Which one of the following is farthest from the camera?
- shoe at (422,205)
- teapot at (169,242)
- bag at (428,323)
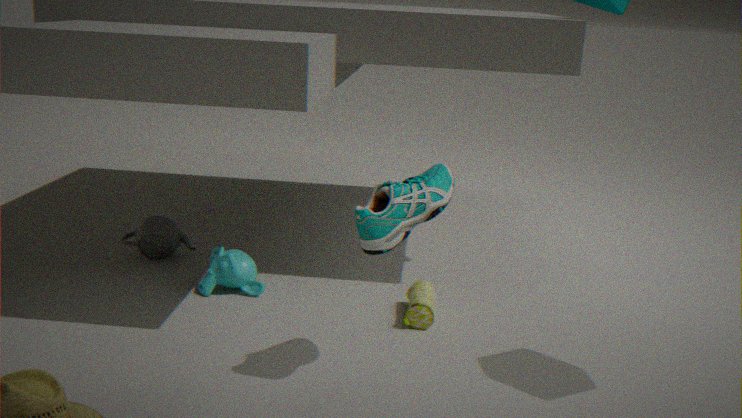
teapot at (169,242)
